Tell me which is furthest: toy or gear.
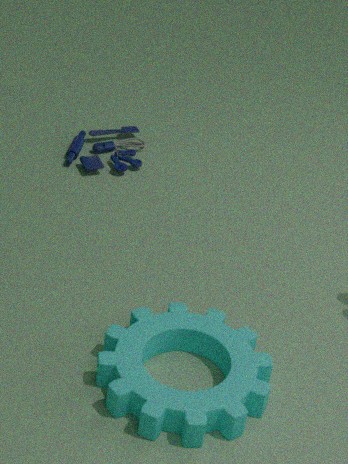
toy
